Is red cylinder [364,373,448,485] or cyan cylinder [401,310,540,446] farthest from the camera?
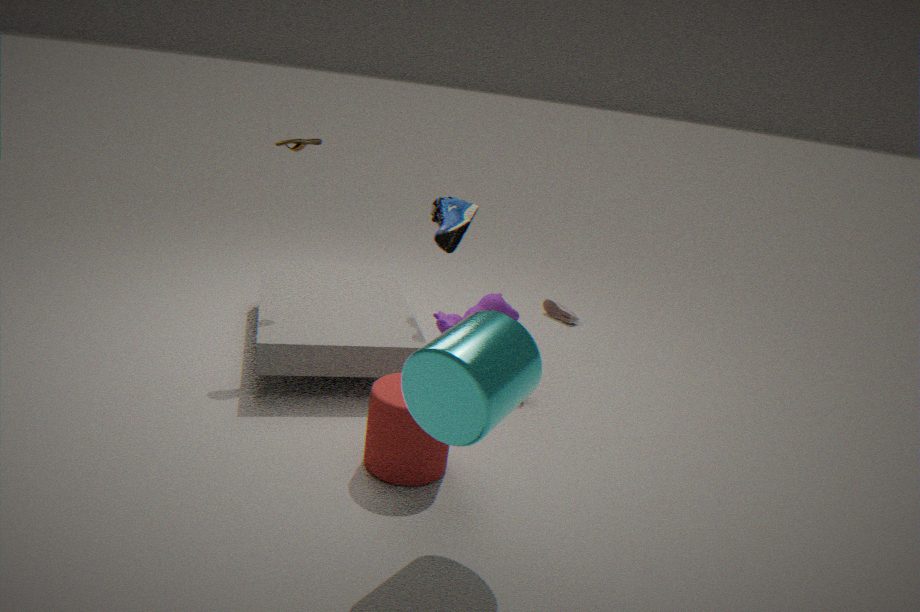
red cylinder [364,373,448,485]
